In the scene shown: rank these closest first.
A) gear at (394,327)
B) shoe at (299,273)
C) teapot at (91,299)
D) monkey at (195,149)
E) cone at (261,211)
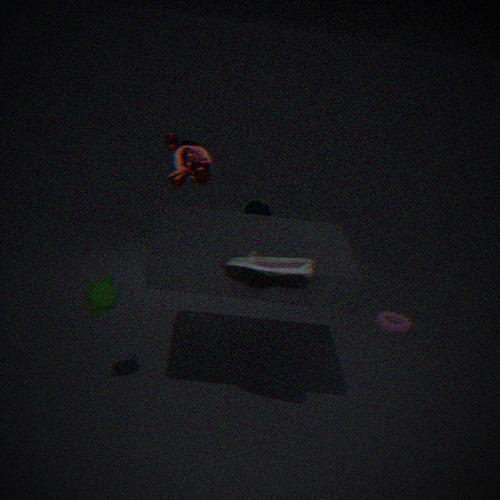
shoe at (299,273), teapot at (91,299), monkey at (195,149), cone at (261,211), gear at (394,327)
